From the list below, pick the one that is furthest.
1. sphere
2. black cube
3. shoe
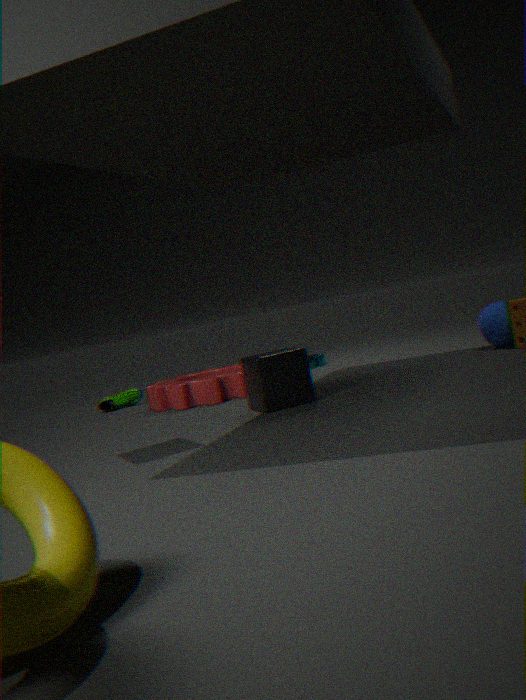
shoe
